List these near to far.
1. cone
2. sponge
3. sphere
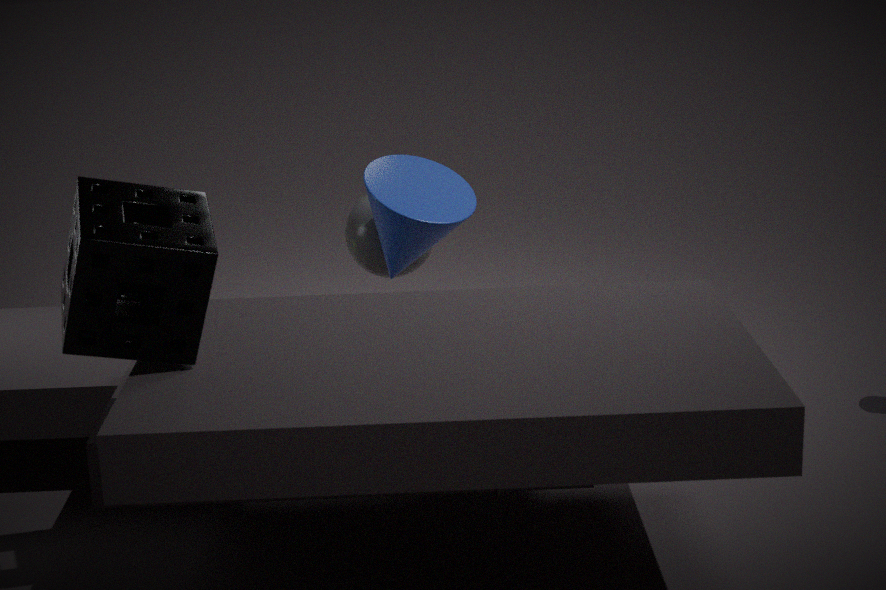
1. sponge
2. cone
3. sphere
